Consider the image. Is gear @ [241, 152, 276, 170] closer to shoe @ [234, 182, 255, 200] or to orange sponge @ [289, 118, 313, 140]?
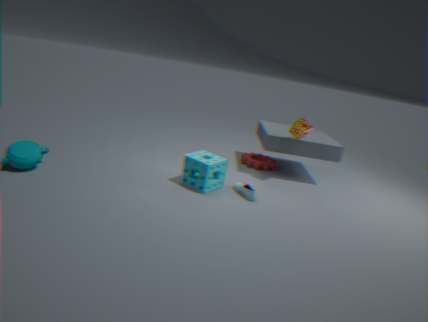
orange sponge @ [289, 118, 313, 140]
